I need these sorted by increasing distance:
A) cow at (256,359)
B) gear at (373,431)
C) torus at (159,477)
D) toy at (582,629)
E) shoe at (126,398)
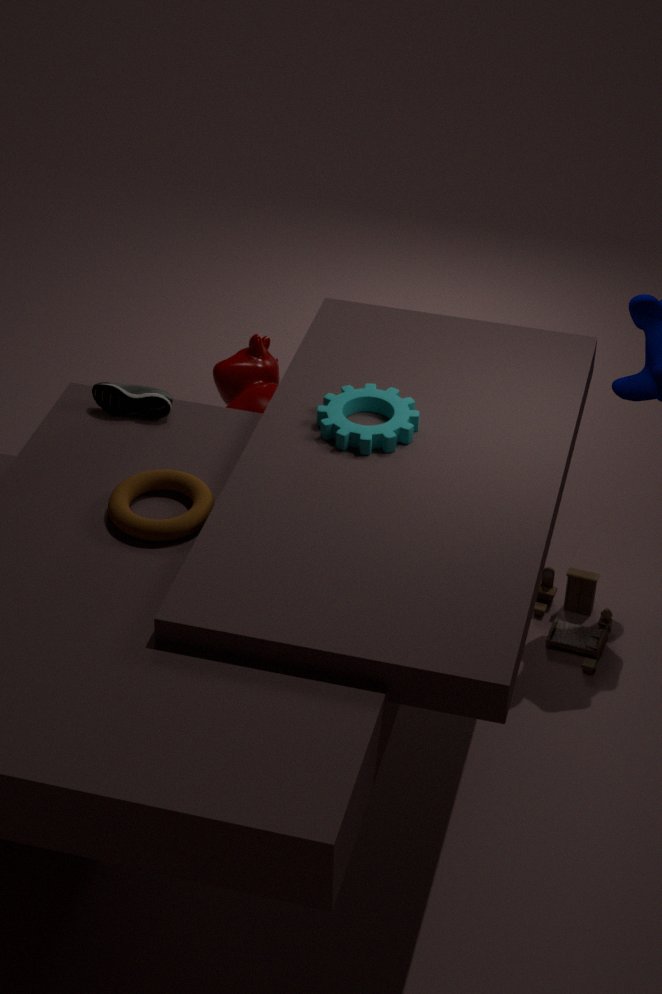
1. torus at (159,477)
2. gear at (373,431)
3. shoe at (126,398)
4. cow at (256,359)
5. toy at (582,629)
